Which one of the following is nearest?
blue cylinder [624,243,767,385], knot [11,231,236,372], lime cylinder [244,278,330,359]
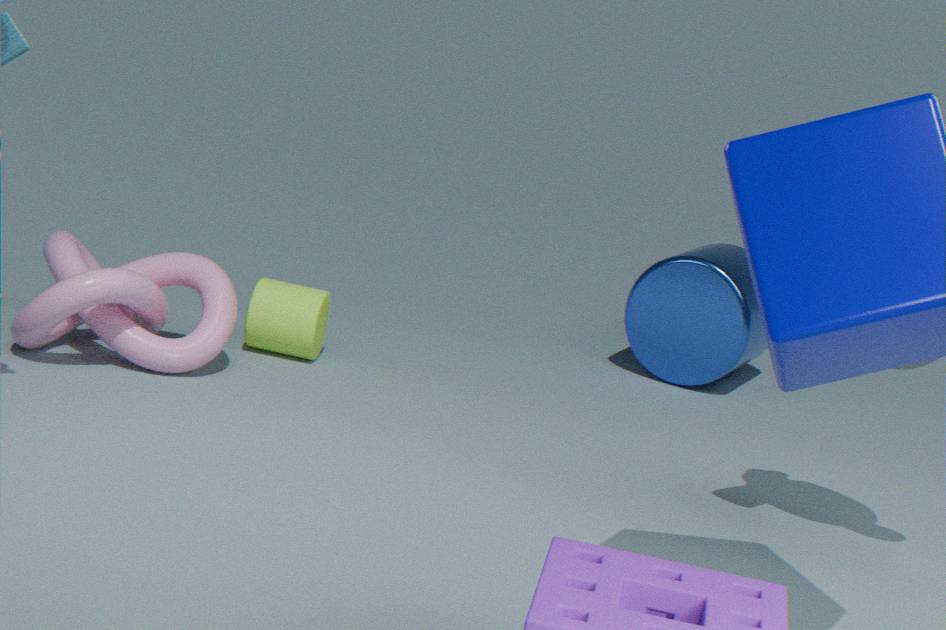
knot [11,231,236,372]
